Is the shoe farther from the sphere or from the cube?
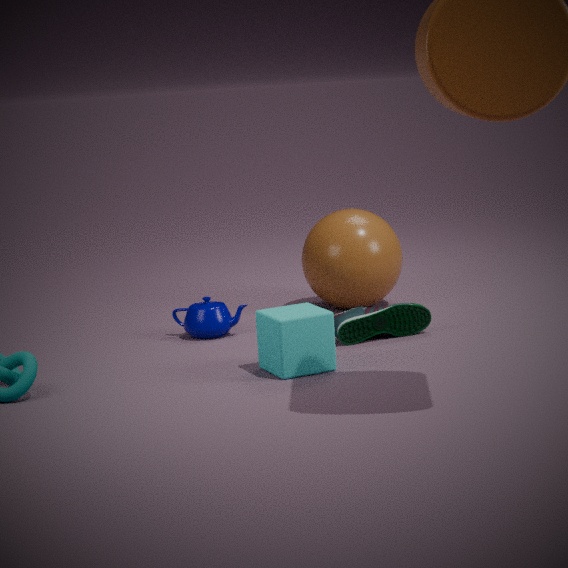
the sphere
